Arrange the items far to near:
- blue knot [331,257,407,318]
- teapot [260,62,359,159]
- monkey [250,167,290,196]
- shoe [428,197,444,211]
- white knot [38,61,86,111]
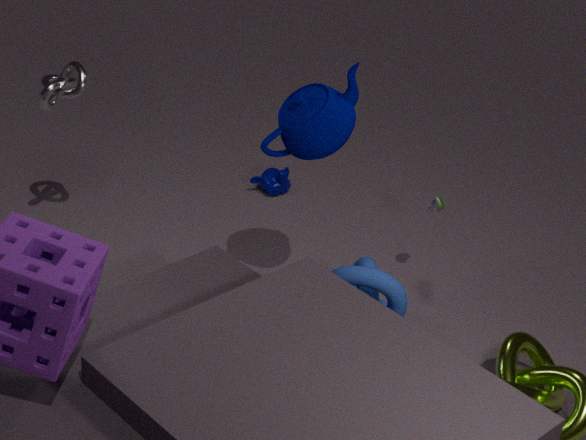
→ monkey [250,167,290,196]
shoe [428,197,444,211]
white knot [38,61,86,111]
teapot [260,62,359,159]
blue knot [331,257,407,318]
